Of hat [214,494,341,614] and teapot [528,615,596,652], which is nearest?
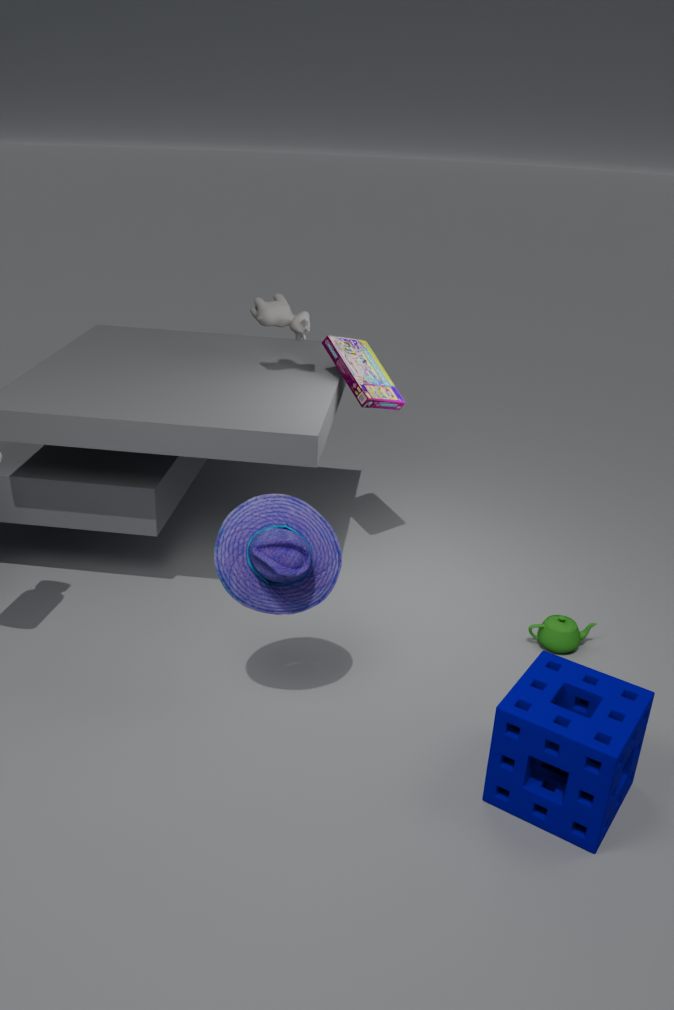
hat [214,494,341,614]
